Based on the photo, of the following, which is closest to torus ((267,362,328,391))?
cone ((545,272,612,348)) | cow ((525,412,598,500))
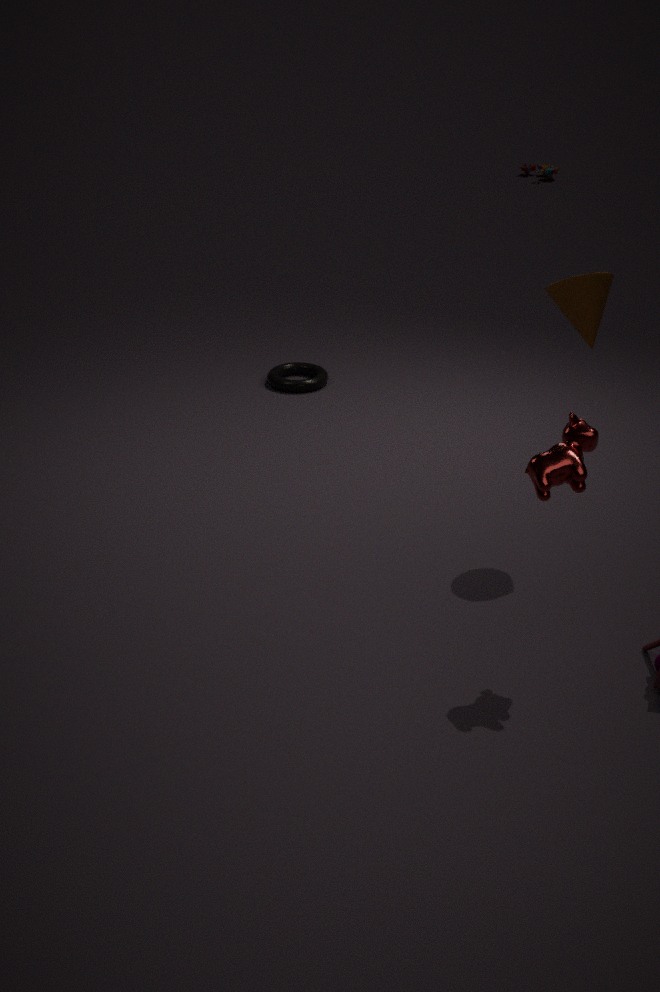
cone ((545,272,612,348))
